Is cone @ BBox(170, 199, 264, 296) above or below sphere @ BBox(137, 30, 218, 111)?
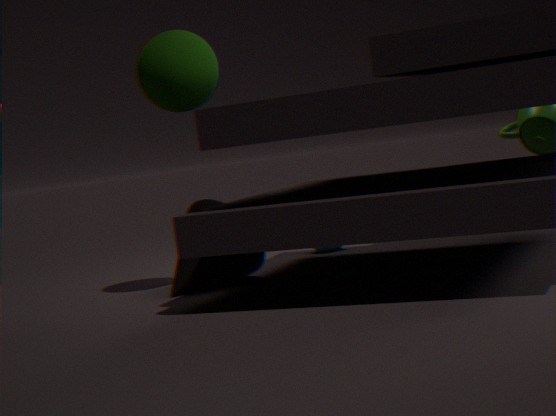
below
